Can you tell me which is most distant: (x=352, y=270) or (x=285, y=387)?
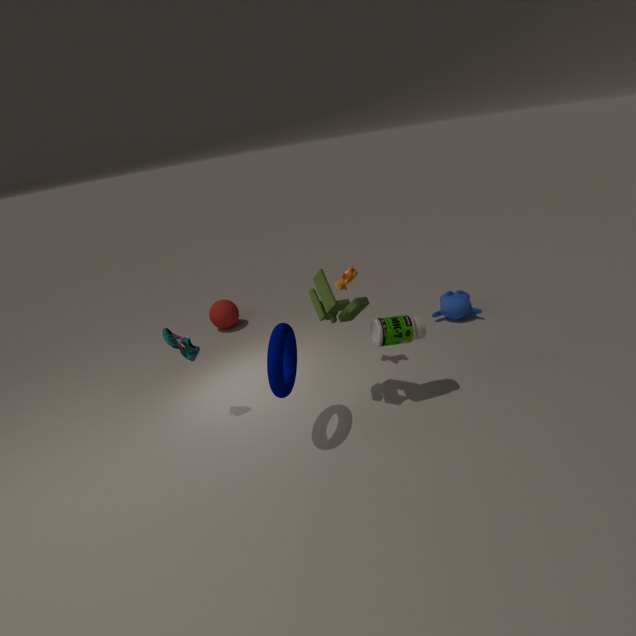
(x=352, y=270)
